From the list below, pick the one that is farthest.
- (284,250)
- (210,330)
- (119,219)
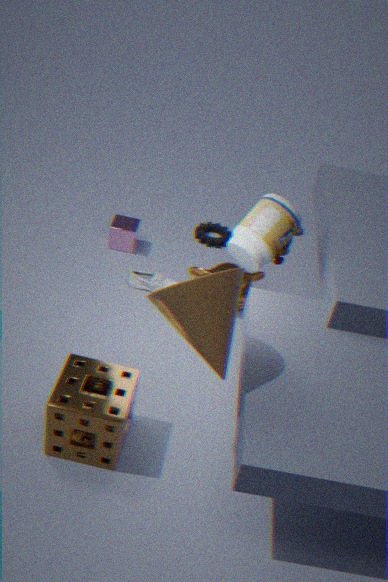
(119,219)
